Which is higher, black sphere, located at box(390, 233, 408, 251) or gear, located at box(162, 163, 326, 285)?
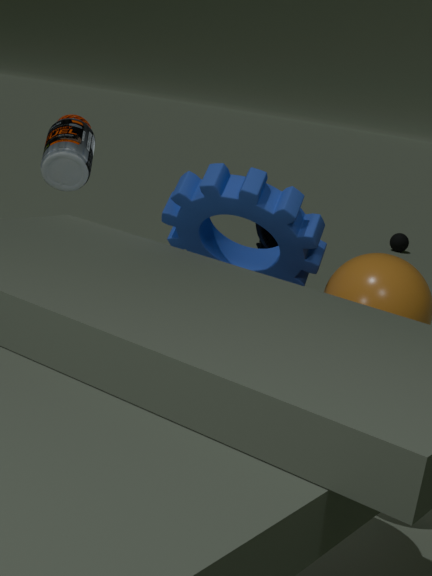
gear, located at box(162, 163, 326, 285)
